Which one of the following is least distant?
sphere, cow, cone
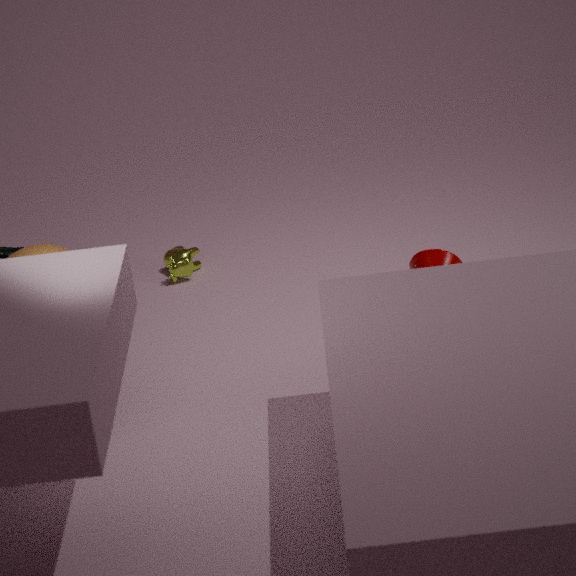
sphere
